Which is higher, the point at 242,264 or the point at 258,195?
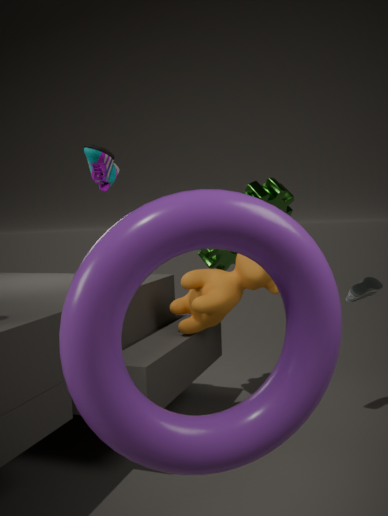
the point at 258,195
